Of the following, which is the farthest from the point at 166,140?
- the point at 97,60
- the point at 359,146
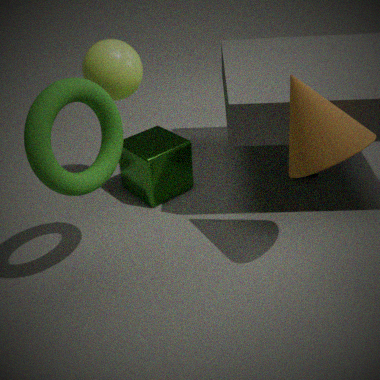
the point at 359,146
